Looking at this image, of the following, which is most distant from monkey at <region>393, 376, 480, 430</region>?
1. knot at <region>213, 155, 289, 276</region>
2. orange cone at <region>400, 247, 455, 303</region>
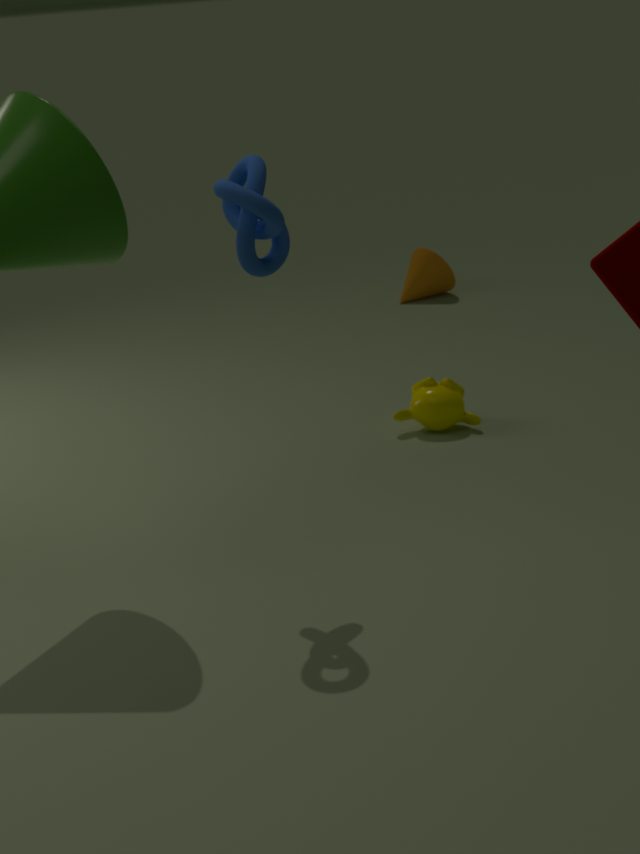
orange cone at <region>400, 247, 455, 303</region>
